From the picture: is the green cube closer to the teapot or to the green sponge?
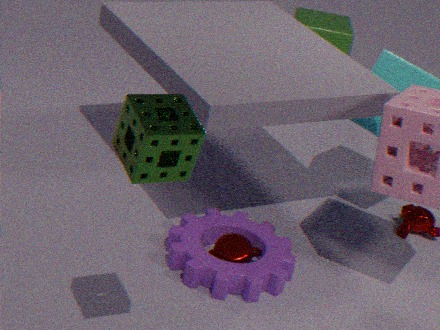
the teapot
